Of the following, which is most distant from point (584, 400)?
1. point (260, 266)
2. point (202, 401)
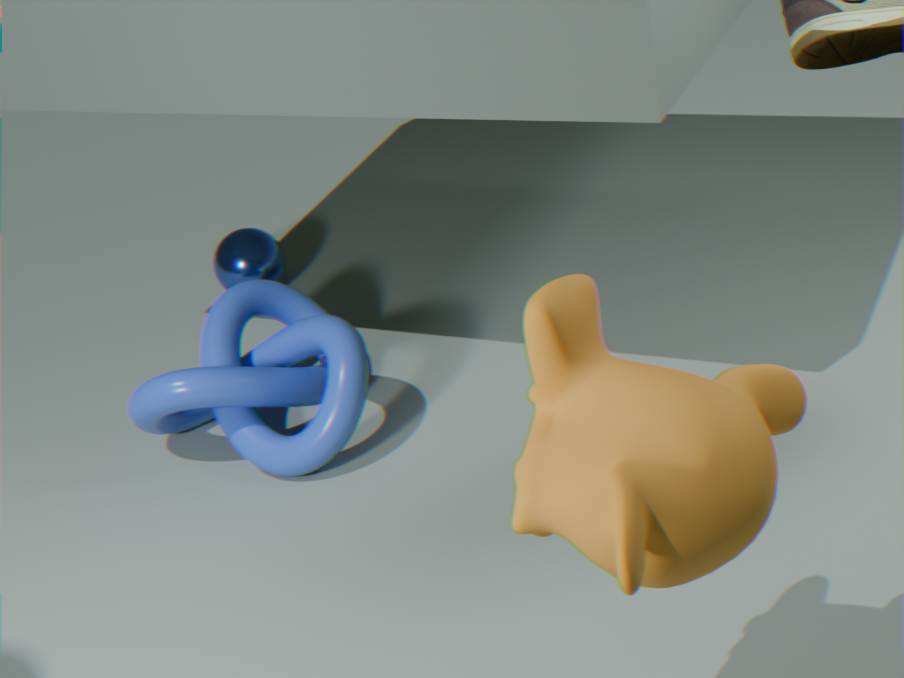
point (260, 266)
